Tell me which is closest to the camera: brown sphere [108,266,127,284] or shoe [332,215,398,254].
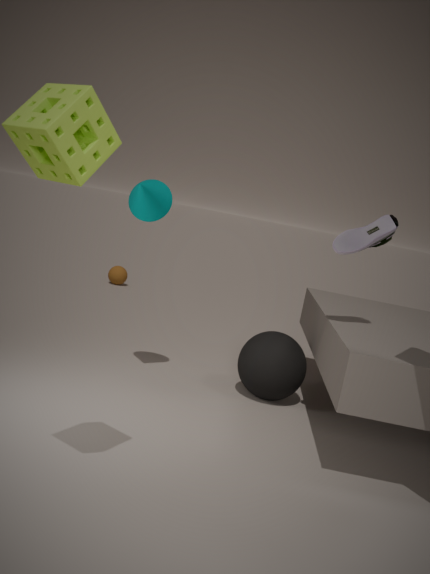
shoe [332,215,398,254]
